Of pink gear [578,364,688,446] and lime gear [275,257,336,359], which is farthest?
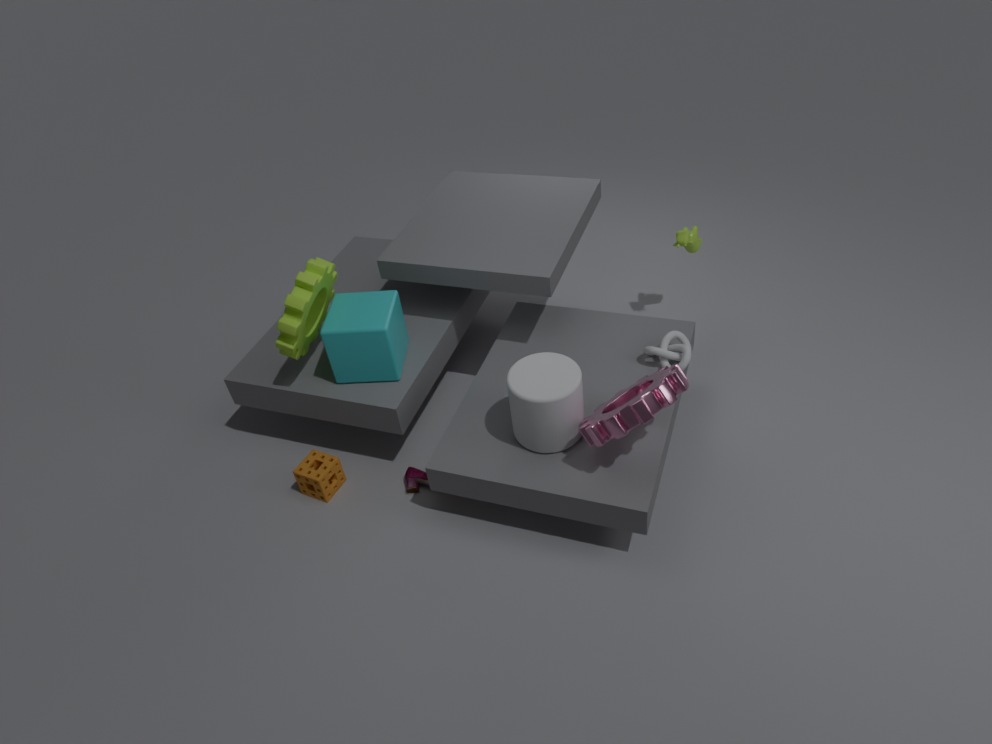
lime gear [275,257,336,359]
